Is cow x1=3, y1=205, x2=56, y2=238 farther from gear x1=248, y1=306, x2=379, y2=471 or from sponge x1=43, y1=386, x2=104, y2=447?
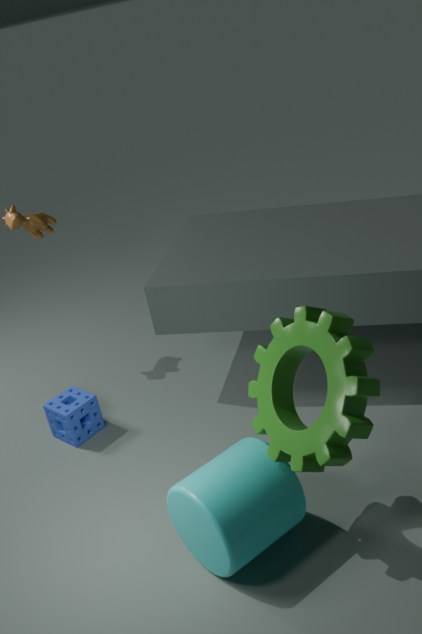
gear x1=248, y1=306, x2=379, y2=471
